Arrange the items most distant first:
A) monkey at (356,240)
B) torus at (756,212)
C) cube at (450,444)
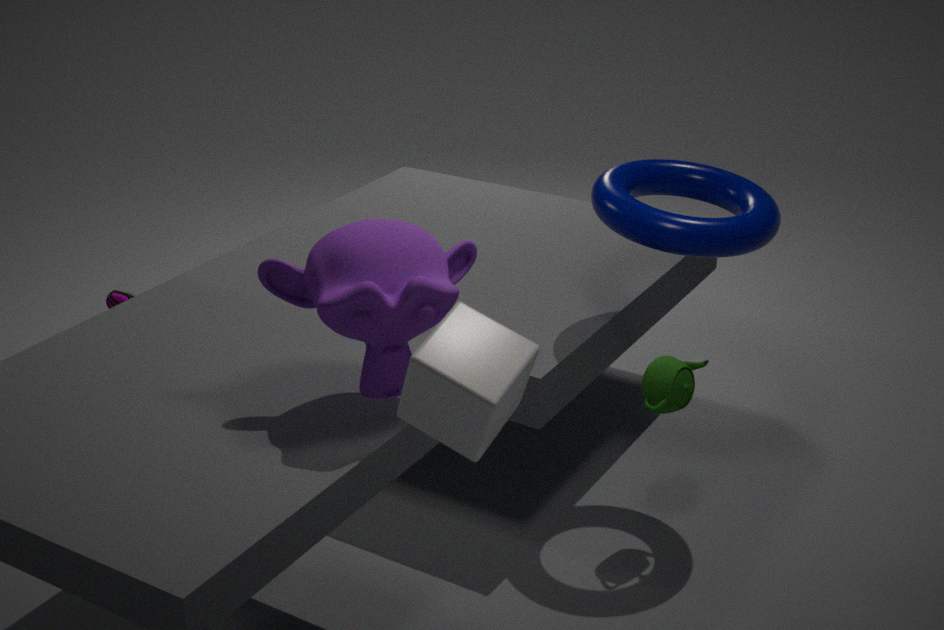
torus at (756,212)
monkey at (356,240)
cube at (450,444)
